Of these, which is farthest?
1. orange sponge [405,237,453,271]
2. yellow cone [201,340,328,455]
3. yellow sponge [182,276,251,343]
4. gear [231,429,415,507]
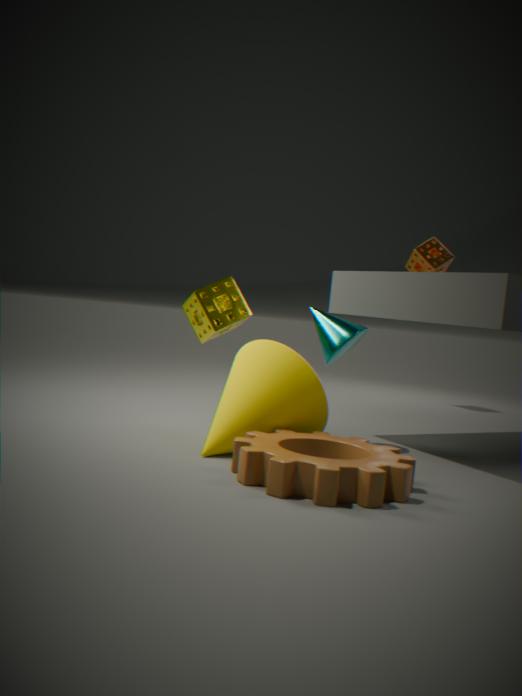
orange sponge [405,237,453,271]
